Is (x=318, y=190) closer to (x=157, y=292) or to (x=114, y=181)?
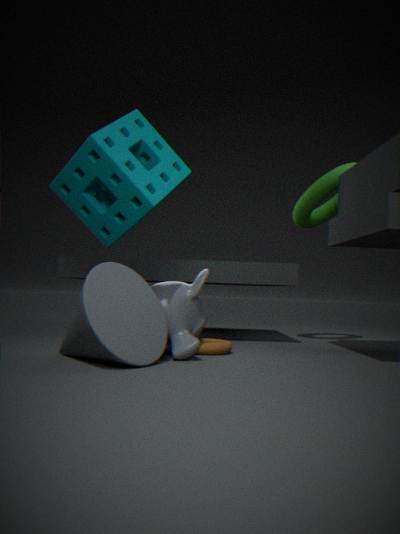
(x=157, y=292)
